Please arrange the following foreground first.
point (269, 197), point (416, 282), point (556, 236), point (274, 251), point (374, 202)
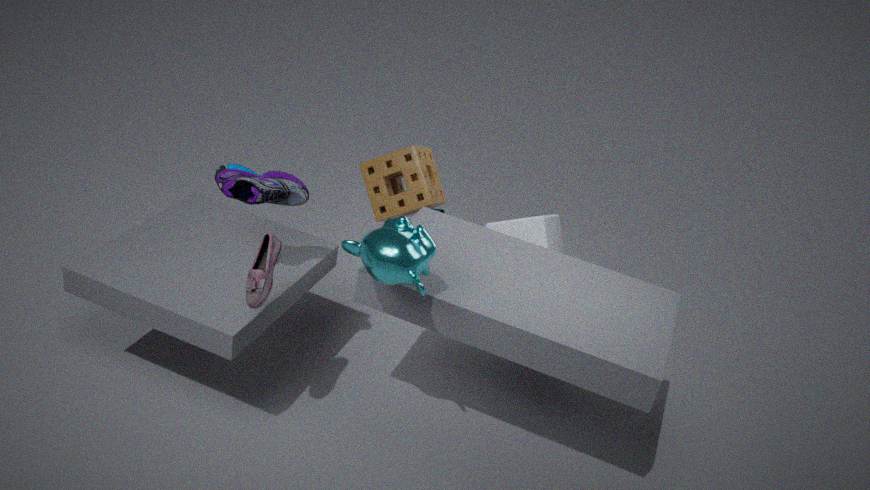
point (416, 282), point (274, 251), point (269, 197), point (374, 202), point (556, 236)
